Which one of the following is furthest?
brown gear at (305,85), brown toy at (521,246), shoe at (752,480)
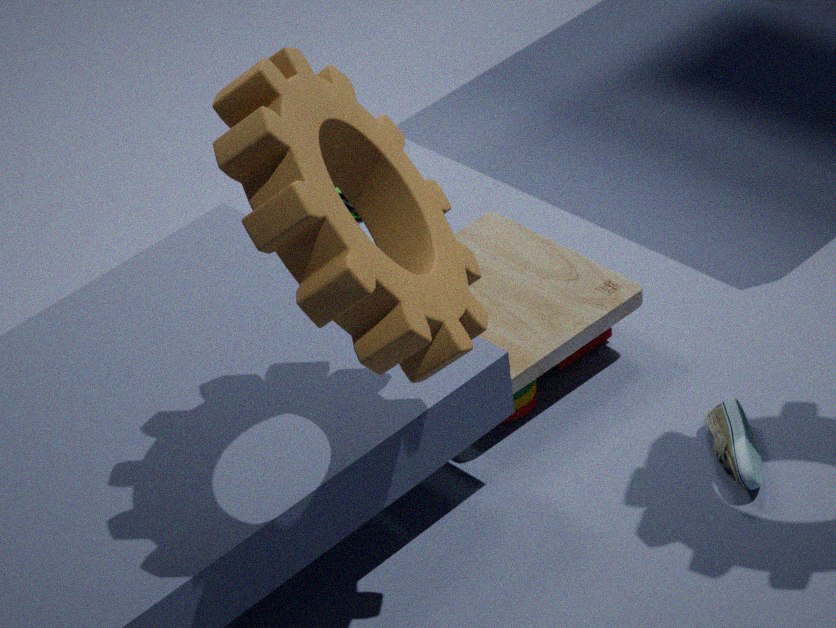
brown toy at (521,246)
